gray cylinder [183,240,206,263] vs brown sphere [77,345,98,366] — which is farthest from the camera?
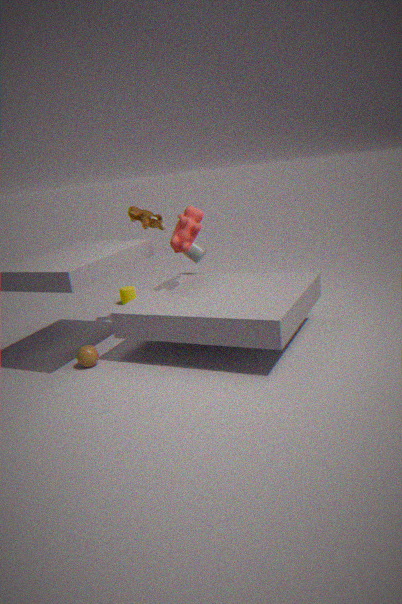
gray cylinder [183,240,206,263]
